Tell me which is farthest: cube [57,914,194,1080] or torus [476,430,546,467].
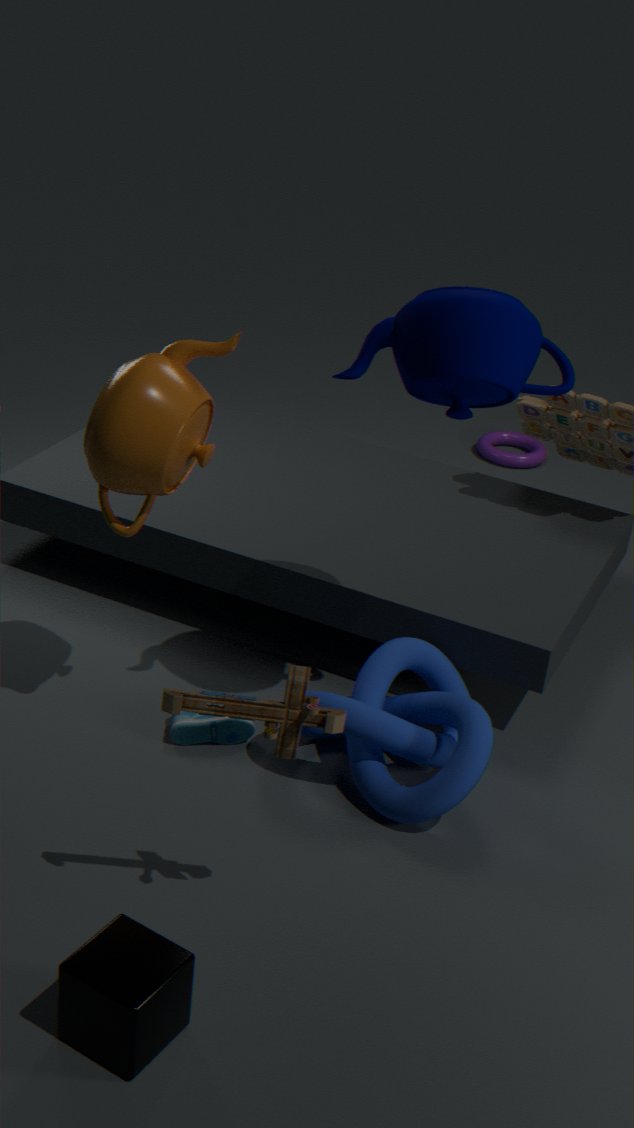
torus [476,430,546,467]
